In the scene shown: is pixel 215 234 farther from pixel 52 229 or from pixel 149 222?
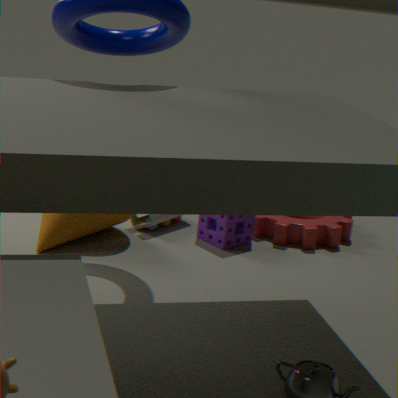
pixel 52 229
